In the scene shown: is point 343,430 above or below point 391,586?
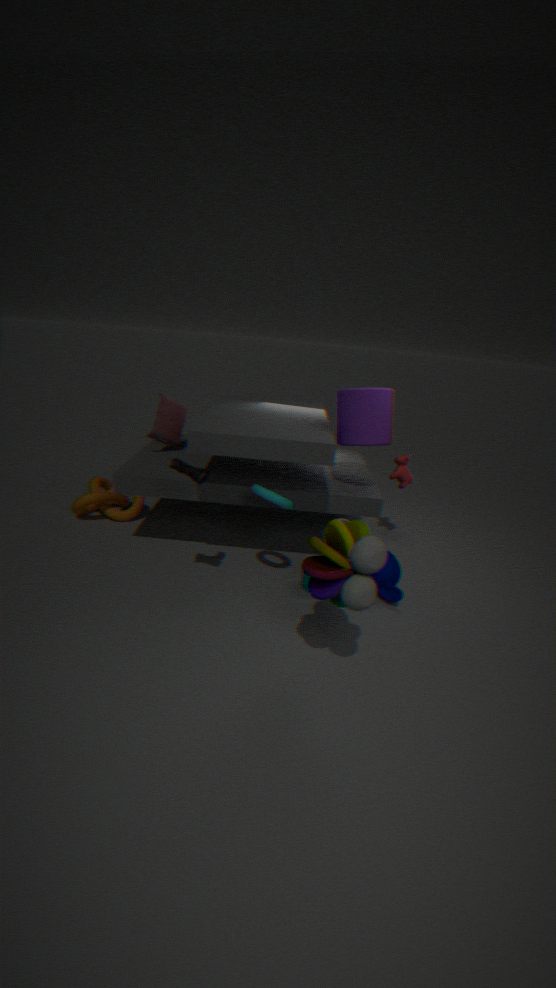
above
